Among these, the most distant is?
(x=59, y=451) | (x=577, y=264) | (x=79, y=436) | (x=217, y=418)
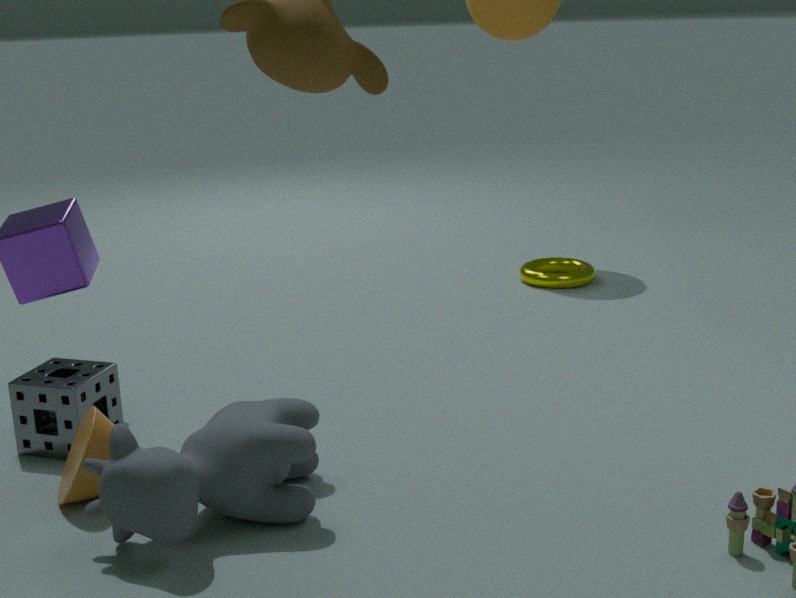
(x=577, y=264)
